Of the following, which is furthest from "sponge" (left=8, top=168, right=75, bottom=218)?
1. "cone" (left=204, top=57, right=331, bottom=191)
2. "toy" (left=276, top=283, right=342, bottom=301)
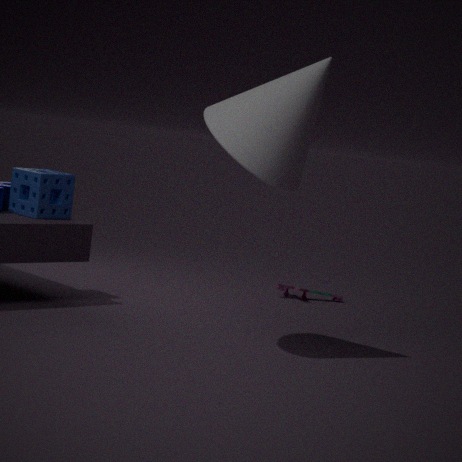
"toy" (left=276, top=283, right=342, bottom=301)
